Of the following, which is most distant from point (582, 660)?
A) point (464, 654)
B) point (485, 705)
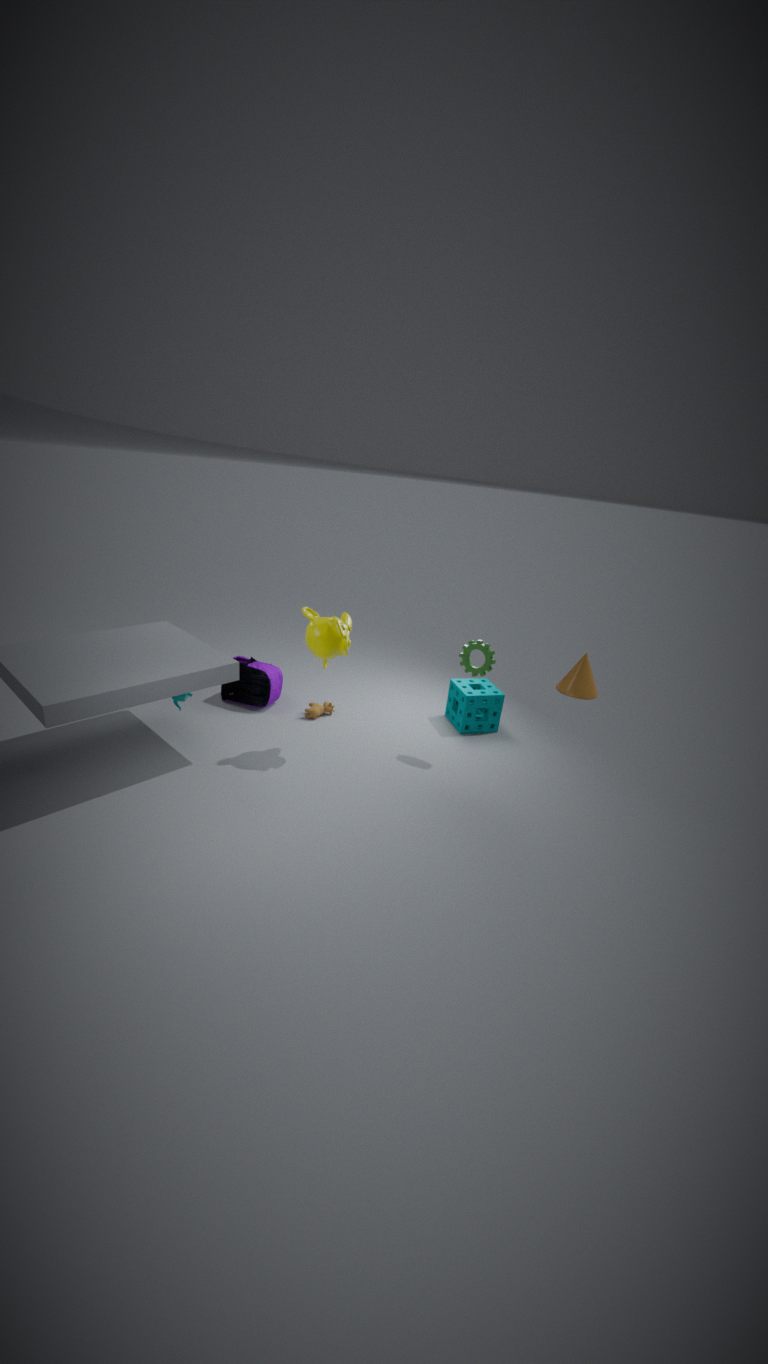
point (464, 654)
